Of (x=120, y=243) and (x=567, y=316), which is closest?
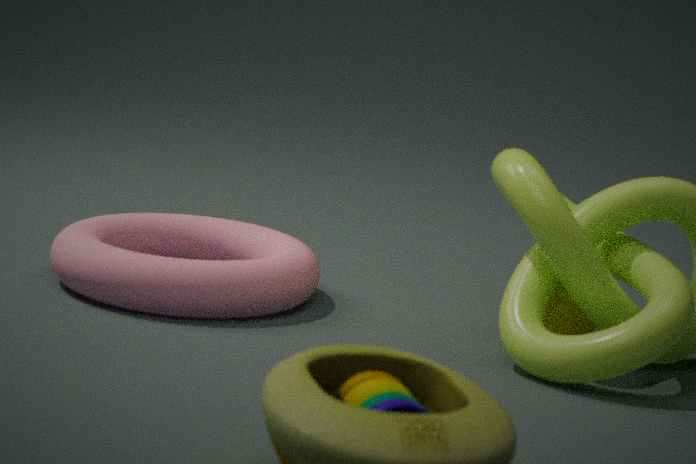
(x=567, y=316)
